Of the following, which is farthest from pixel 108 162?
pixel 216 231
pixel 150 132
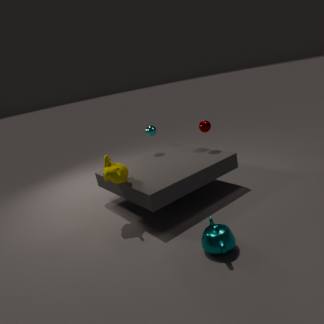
pixel 216 231
